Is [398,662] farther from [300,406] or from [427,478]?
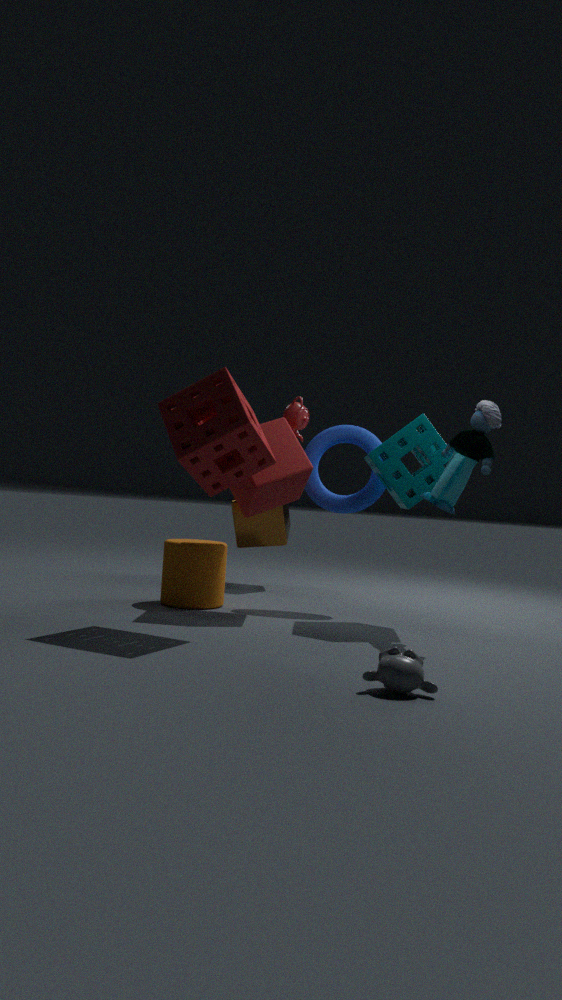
[300,406]
